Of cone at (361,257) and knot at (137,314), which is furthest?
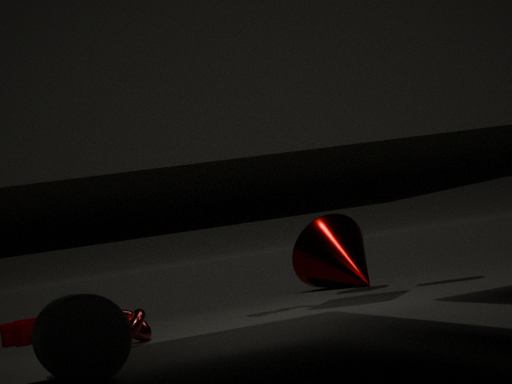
cone at (361,257)
